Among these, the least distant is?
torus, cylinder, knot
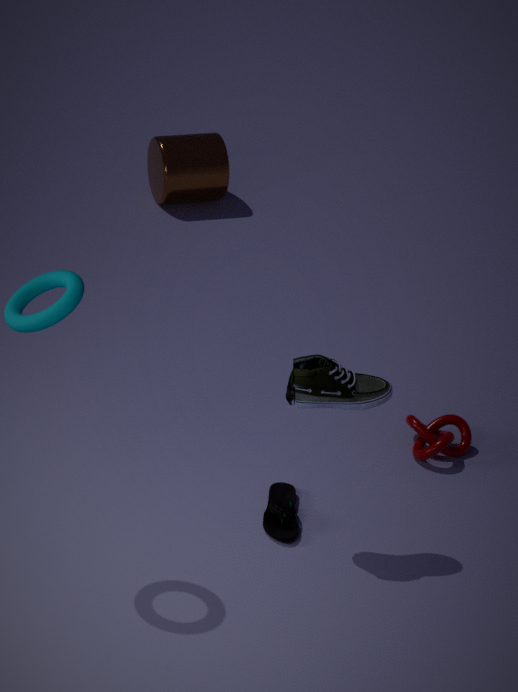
torus
